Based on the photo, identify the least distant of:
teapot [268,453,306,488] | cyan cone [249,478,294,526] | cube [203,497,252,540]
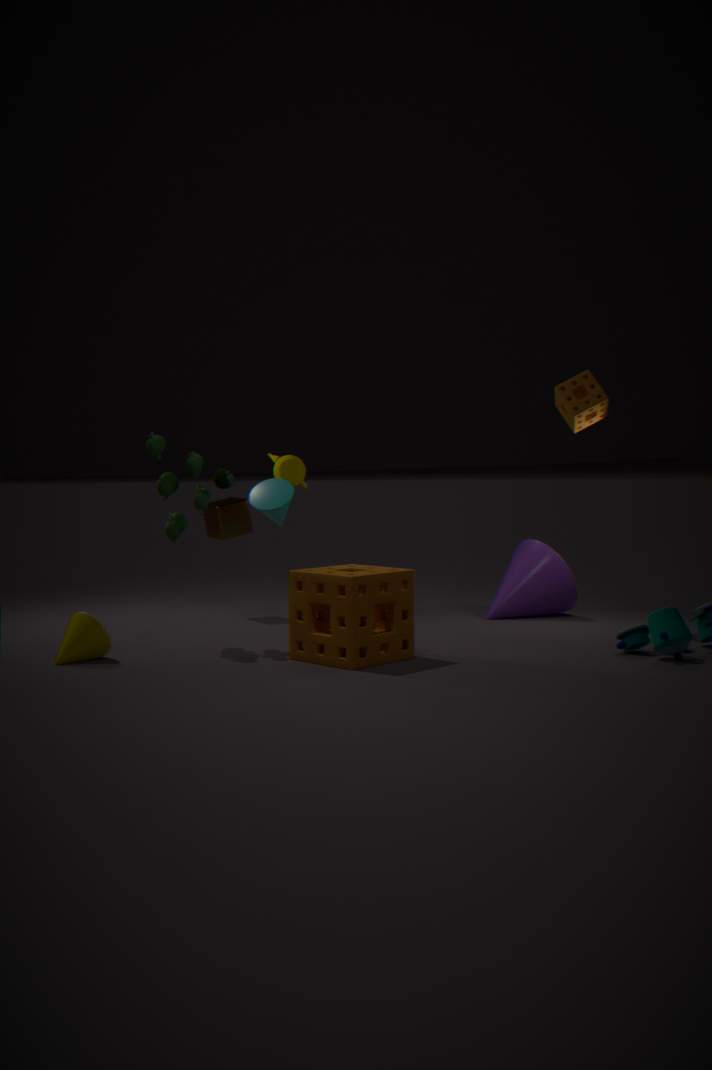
cyan cone [249,478,294,526]
